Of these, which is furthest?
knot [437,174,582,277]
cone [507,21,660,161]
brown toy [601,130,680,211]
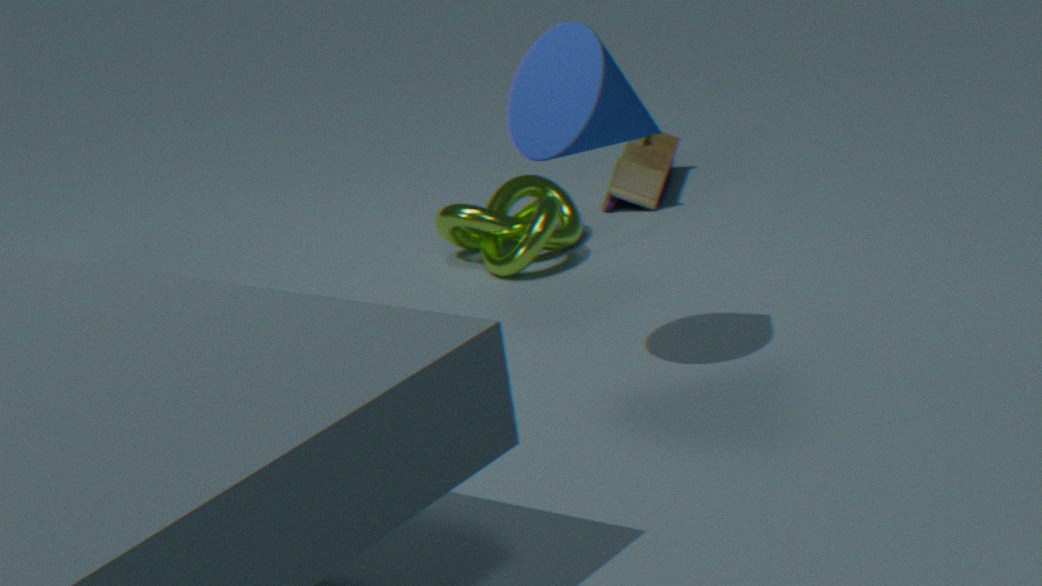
brown toy [601,130,680,211]
